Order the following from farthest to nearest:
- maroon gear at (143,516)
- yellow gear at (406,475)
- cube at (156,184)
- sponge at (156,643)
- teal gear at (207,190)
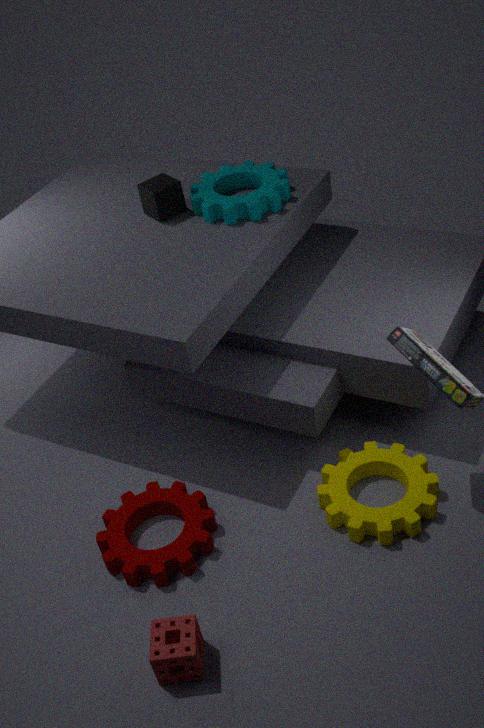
cube at (156,184) < teal gear at (207,190) < maroon gear at (143,516) < yellow gear at (406,475) < sponge at (156,643)
